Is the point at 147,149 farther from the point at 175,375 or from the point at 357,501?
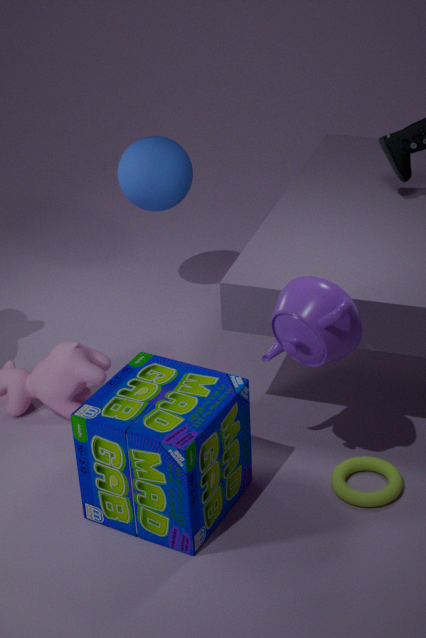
the point at 357,501
